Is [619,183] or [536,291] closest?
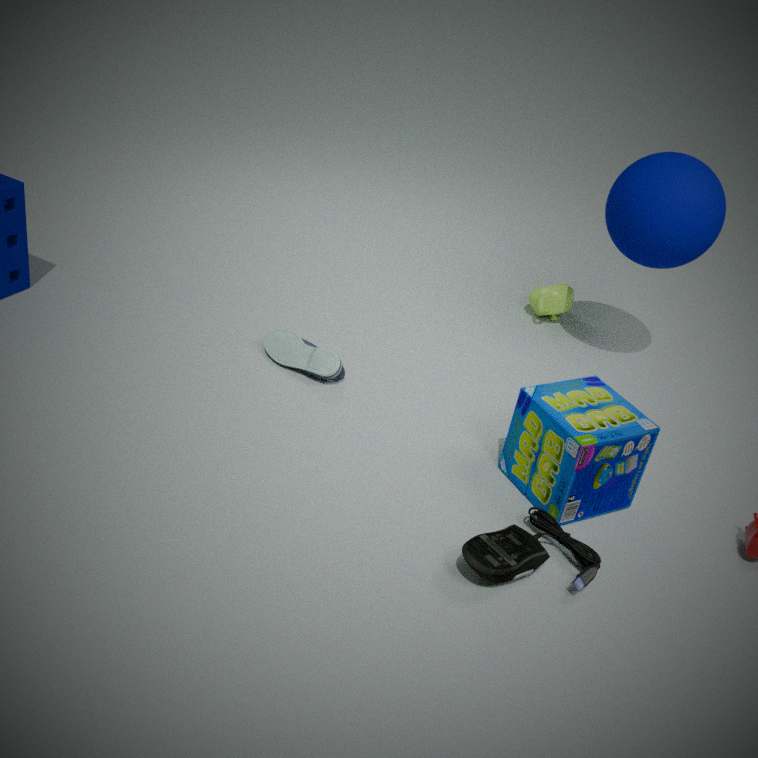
[619,183]
